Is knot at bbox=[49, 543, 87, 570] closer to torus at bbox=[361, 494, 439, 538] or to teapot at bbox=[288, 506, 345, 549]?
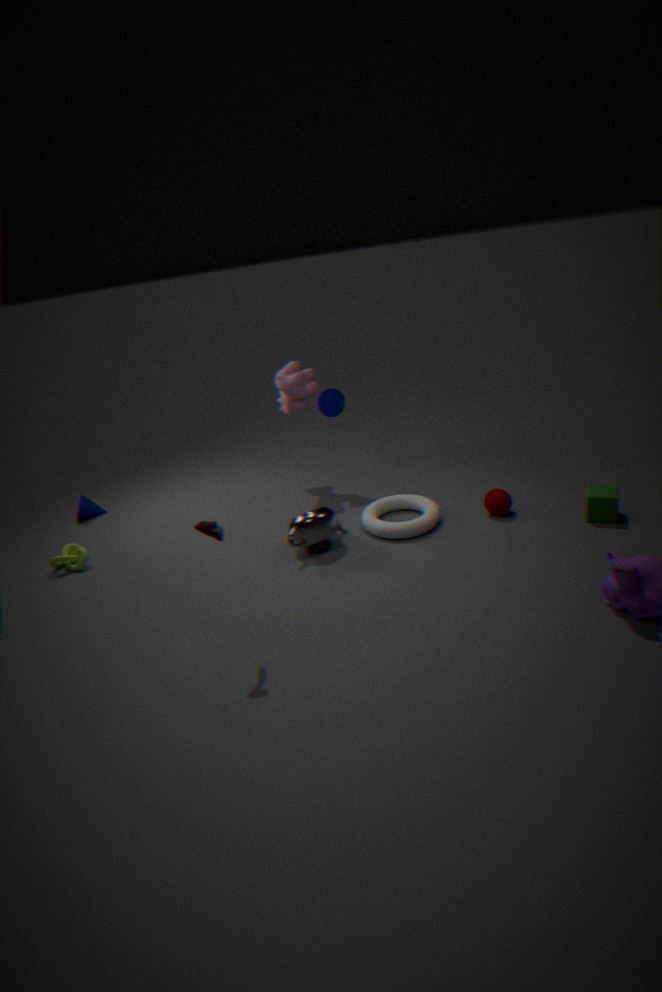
teapot at bbox=[288, 506, 345, 549]
